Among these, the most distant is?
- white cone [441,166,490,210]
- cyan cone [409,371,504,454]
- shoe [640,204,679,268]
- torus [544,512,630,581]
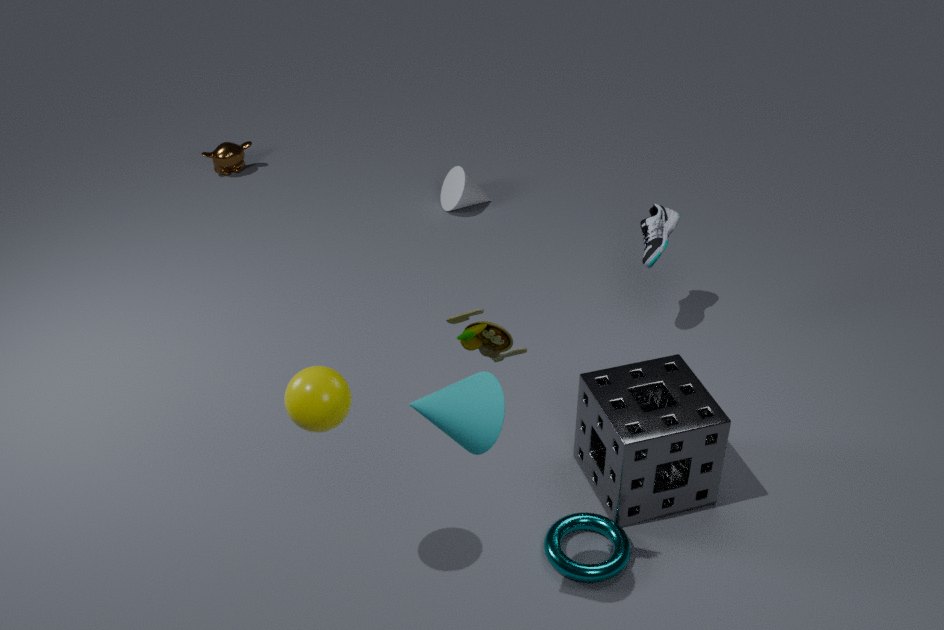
white cone [441,166,490,210]
